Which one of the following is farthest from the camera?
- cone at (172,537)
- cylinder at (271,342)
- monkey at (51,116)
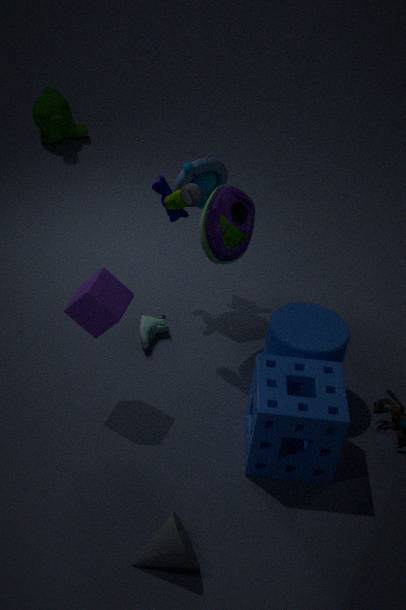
monkey at (51,116)
